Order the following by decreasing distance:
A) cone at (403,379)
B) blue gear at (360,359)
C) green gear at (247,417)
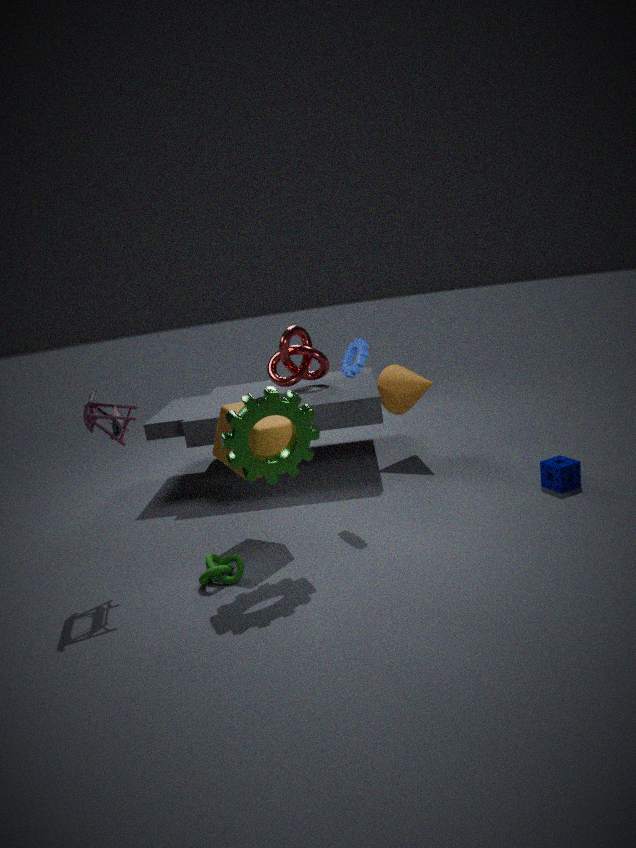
cone at (403,379), blue gear at (360,359), green gear at (247,417)
